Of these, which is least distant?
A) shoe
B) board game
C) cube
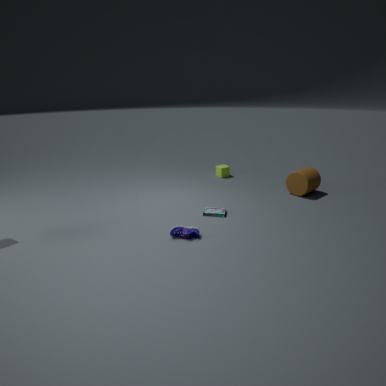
shoe
